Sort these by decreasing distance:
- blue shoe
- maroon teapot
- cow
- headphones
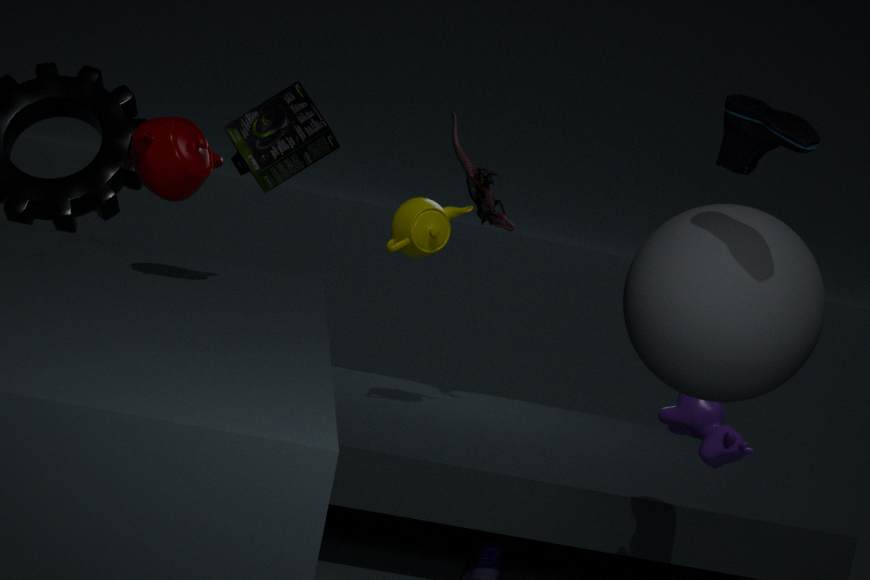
headphones → cow → maroon teapot → blue shoe
